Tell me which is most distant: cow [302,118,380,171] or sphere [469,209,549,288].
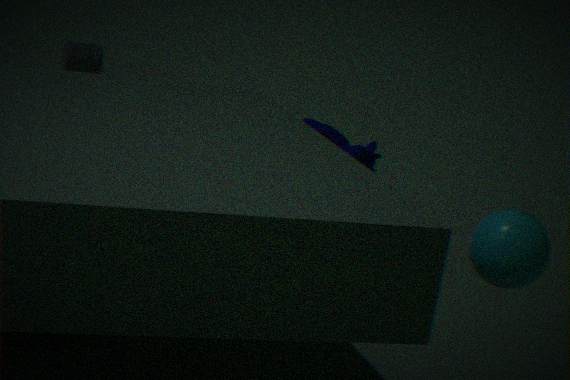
cow [302,118,380,171]
